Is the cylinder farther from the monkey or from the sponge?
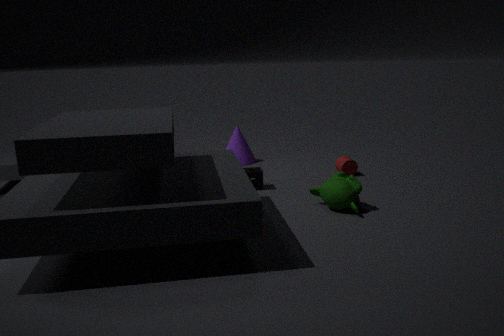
the sponge
